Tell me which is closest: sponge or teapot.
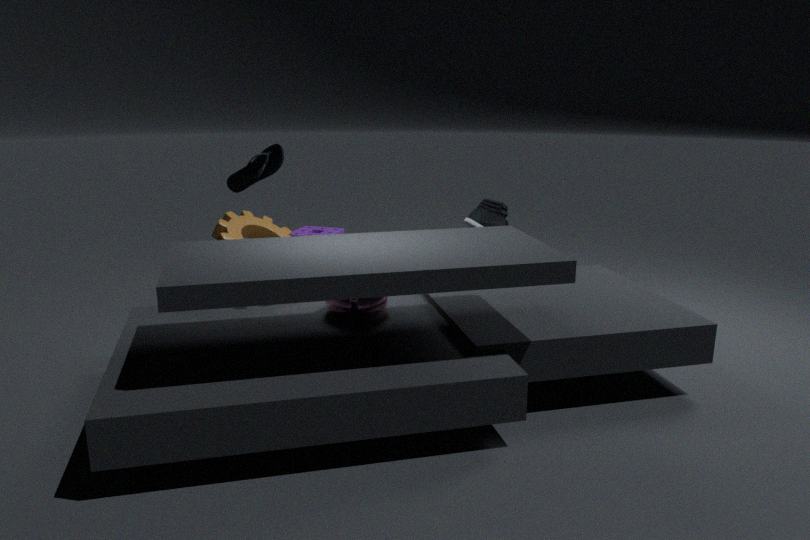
teapot
